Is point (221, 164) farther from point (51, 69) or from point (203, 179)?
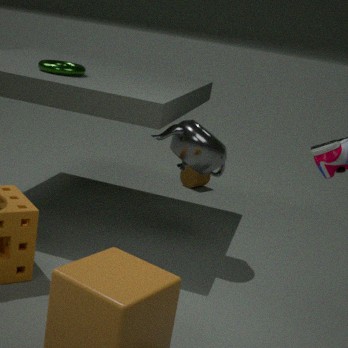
point (203, 179)
